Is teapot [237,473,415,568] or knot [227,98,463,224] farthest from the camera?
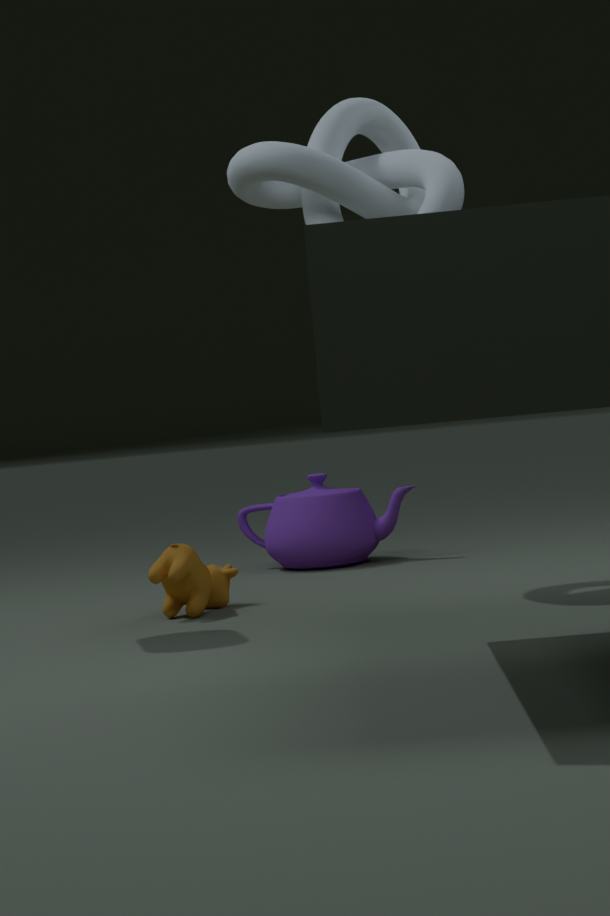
teapot [237,473,415,568]
